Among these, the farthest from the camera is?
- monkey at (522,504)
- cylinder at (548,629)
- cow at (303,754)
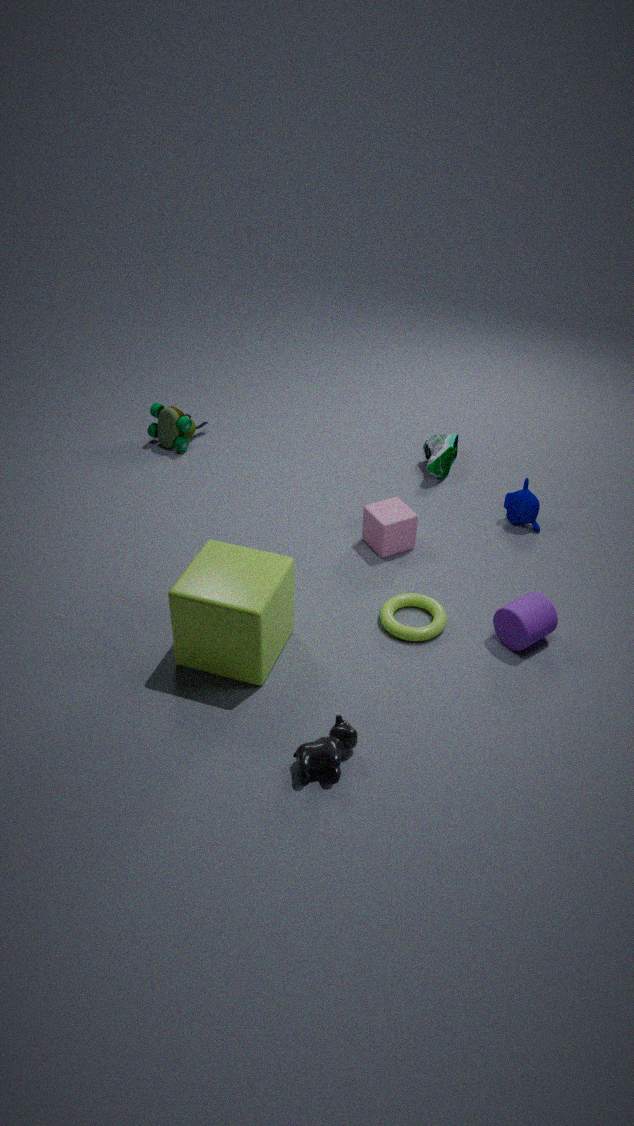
monkey at (522,504)
